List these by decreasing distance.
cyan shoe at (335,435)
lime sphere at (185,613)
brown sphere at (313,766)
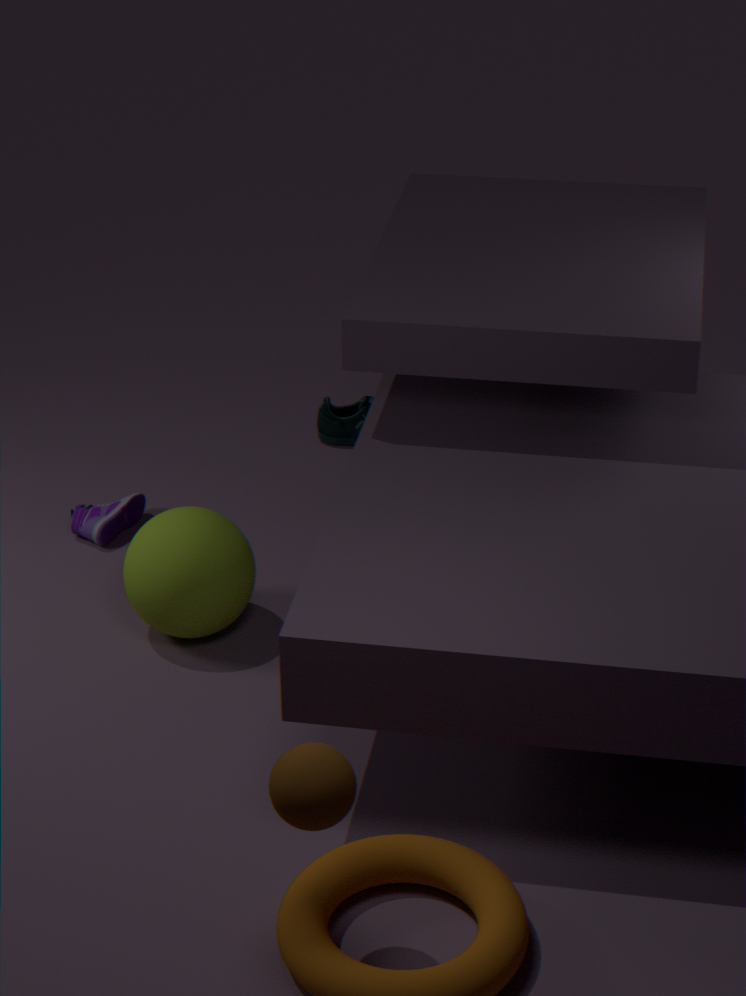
cyan shoe at (335,435) → lime sphere at (185,613) → brown sphere at (313,766)
